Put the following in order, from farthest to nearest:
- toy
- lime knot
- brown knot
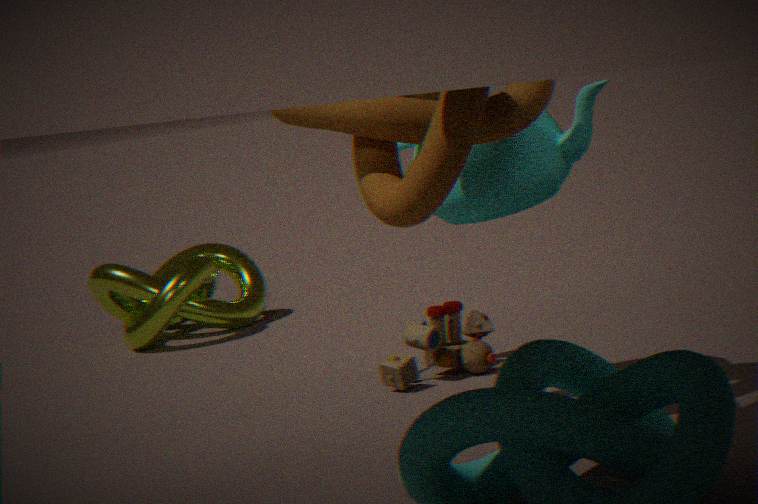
lime knot, toy, brown knot
